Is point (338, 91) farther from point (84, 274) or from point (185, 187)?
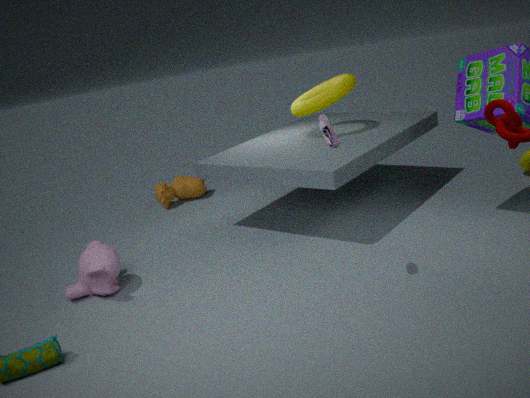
point (84, 274)
